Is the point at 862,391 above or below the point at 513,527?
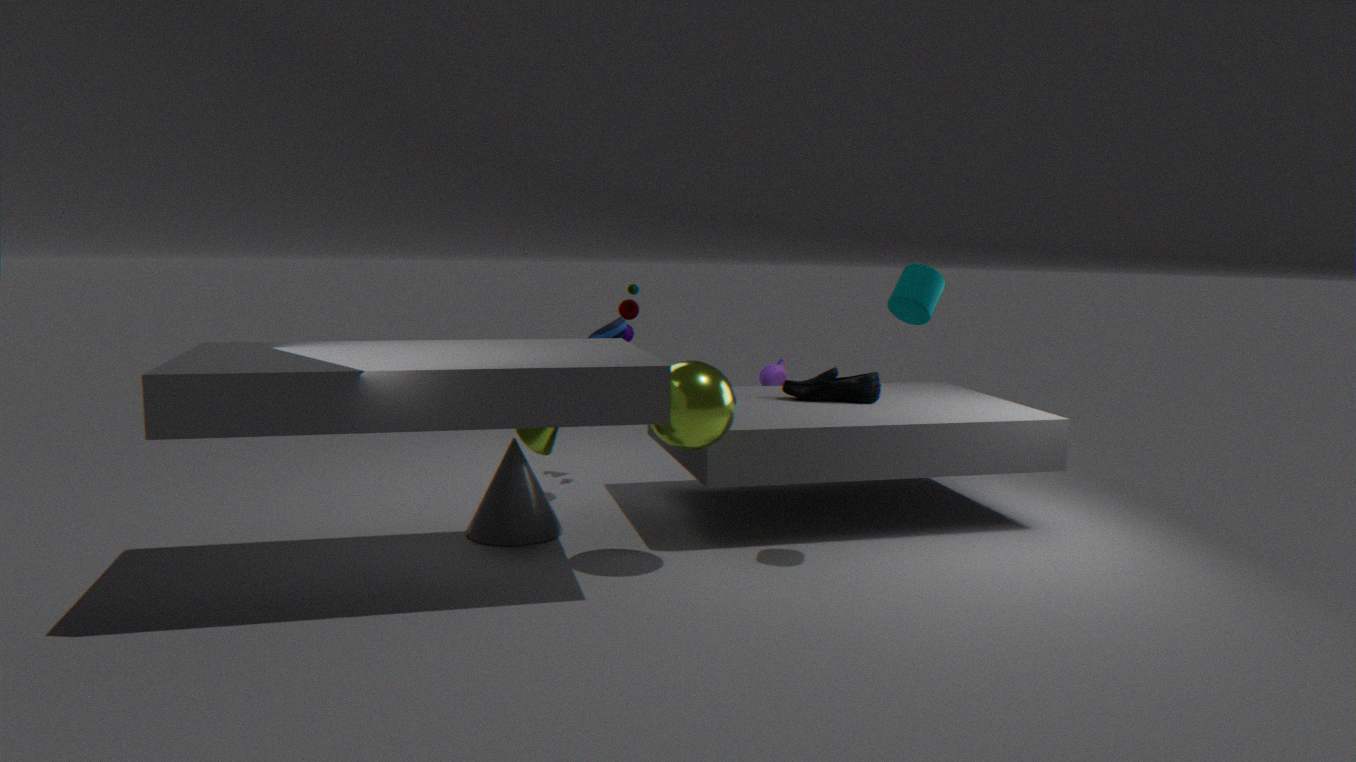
above
